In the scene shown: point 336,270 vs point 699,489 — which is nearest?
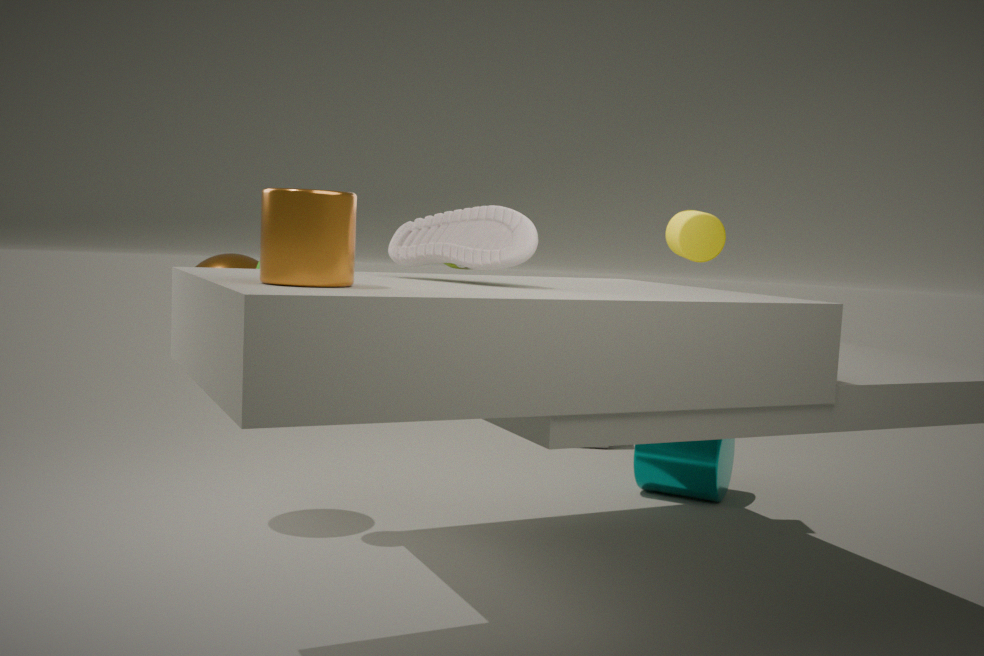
point 336,270
